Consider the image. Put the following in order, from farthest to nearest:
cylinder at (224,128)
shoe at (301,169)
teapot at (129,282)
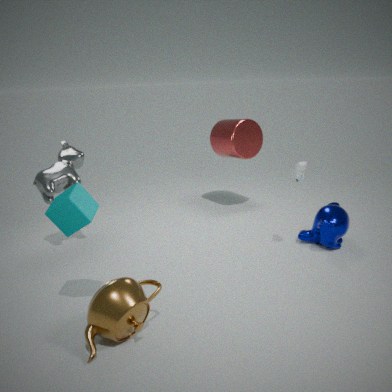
Answer: cylinder at (224,128) < shoe at (301,169) < teapot at (129,282)
